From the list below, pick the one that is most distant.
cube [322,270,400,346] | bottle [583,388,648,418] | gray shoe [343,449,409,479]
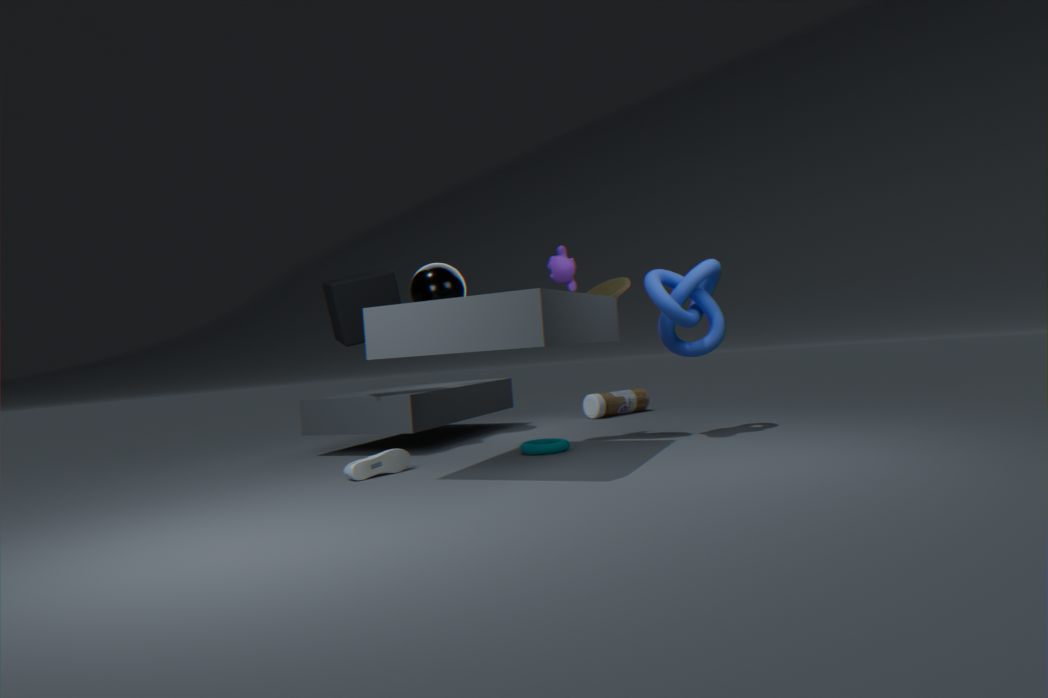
bottle [583,388,648,418]
